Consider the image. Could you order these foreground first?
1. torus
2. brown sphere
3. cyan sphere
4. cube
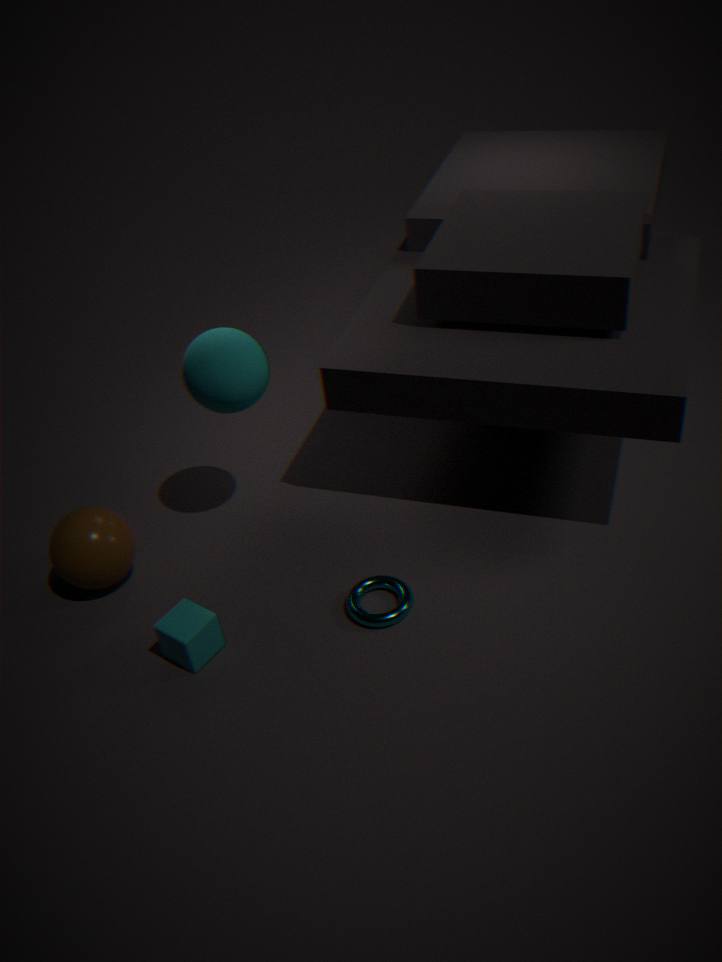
cube → torus → cyan sphere → brown sphere
